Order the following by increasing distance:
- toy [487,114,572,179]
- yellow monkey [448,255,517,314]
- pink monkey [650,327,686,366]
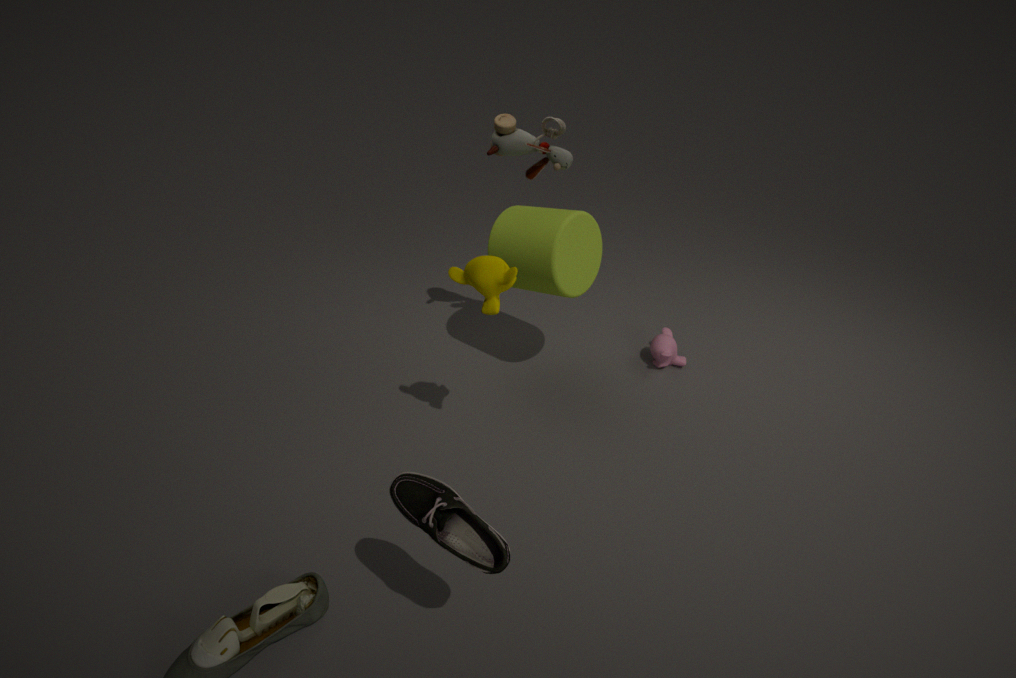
yellow monkey [448,255,517,314]
toy [487,114,572,179]
pink monkey [650,327,686,366]
